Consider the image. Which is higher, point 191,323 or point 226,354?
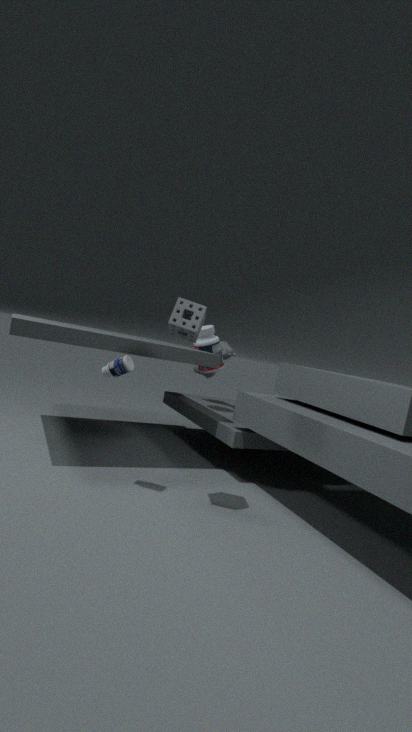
point 191,323
